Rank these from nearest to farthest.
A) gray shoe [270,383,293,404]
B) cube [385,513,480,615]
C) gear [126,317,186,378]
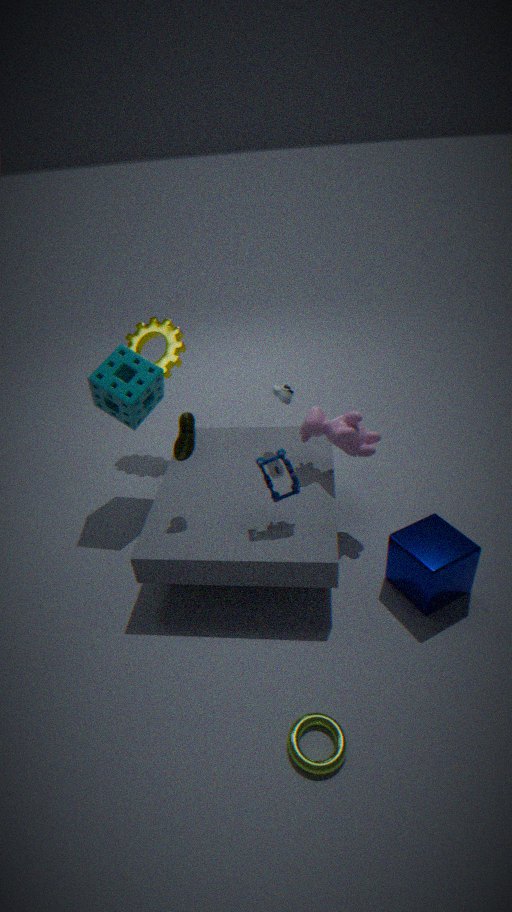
cube [385,513,480,615] < gray shoe [270,383,293,404] < gear [126,317,186,378]
